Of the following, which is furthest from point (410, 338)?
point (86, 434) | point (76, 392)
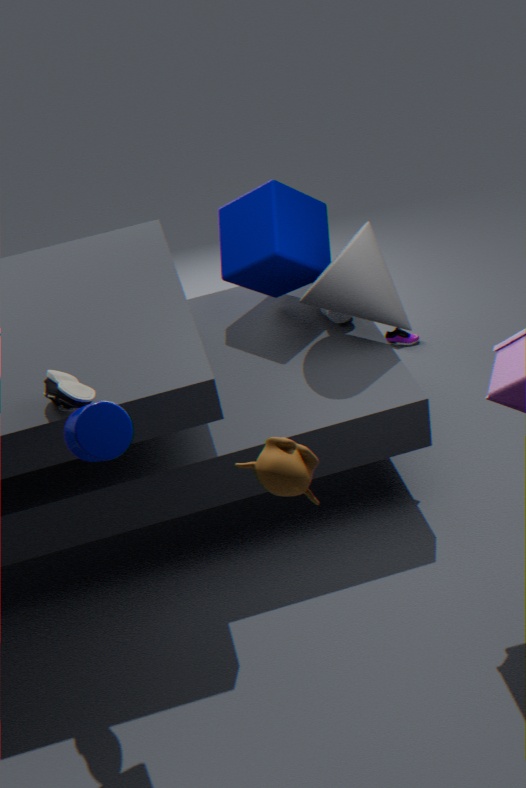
point (86, 434)
